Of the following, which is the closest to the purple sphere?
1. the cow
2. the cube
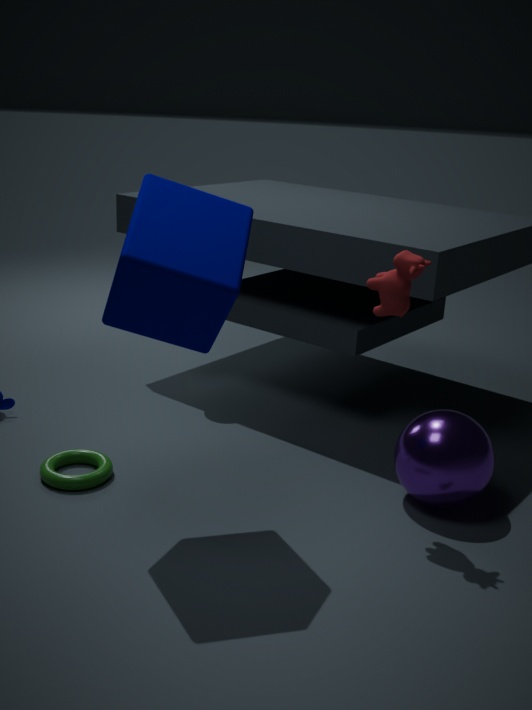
the cow
